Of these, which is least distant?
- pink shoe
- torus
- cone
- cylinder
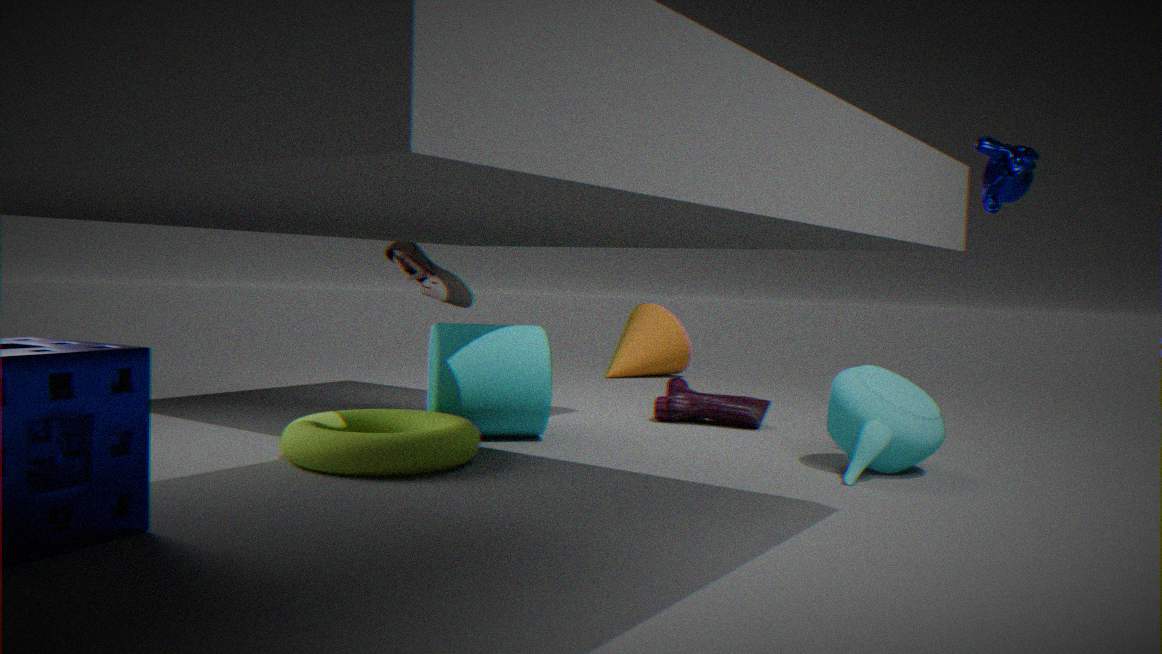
torus
